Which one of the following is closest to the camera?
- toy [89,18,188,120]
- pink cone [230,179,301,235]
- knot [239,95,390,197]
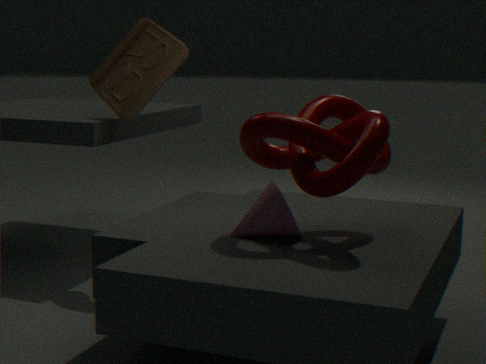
knot [239,95,390,197]
